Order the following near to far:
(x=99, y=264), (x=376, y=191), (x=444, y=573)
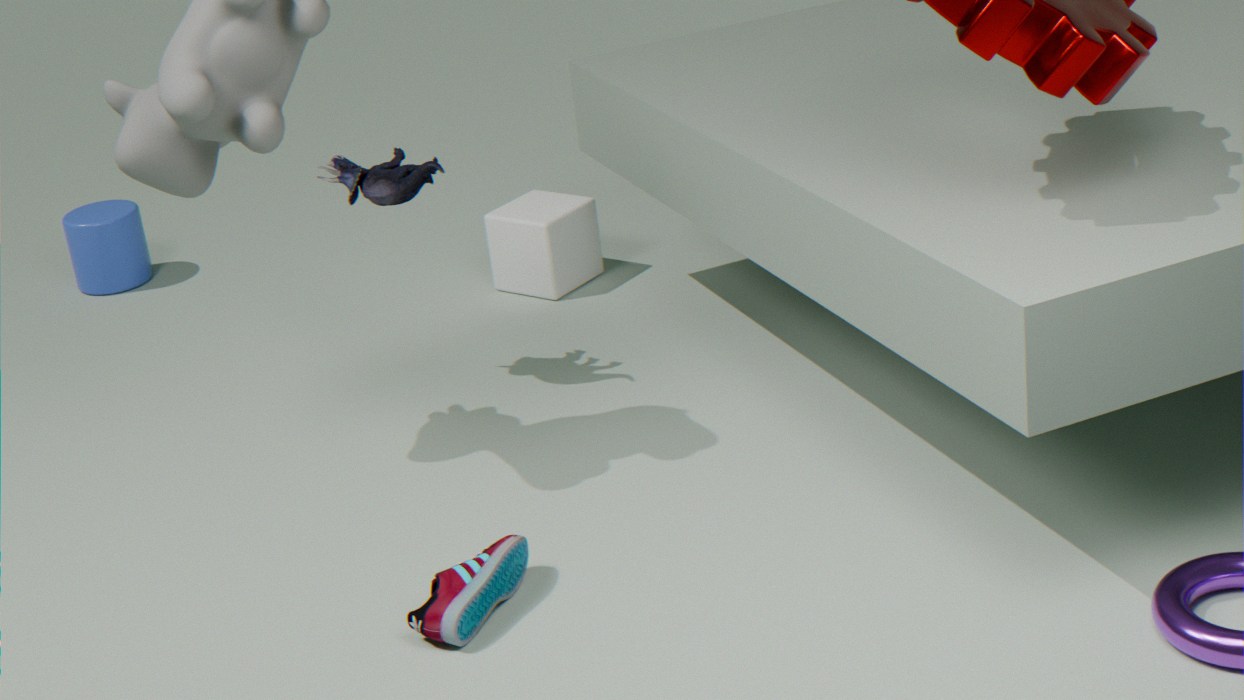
(x=444, y=573)
(x=376, y=191)
(x=99, y=264)
